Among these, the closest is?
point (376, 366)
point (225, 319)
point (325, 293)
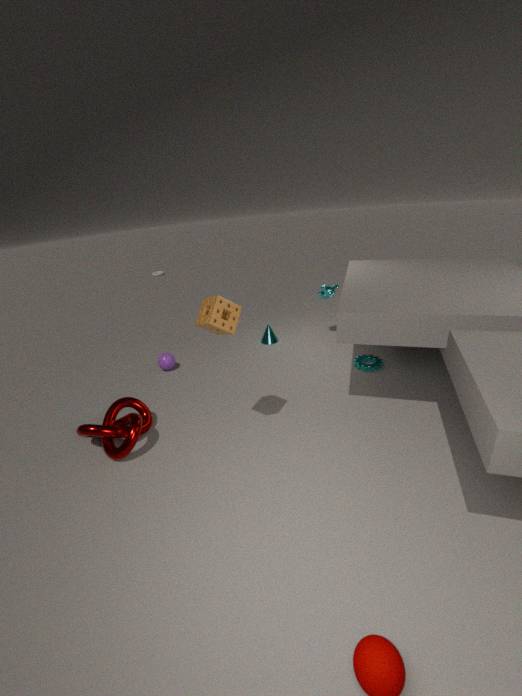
point (225, 319)
